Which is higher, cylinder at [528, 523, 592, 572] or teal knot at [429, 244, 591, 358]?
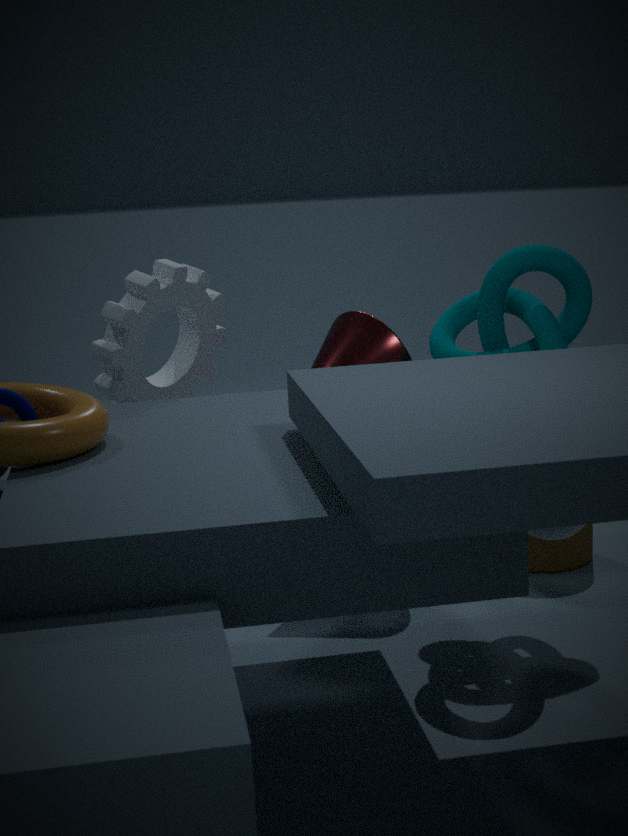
teal knot at [429, 244, 591, 358]
